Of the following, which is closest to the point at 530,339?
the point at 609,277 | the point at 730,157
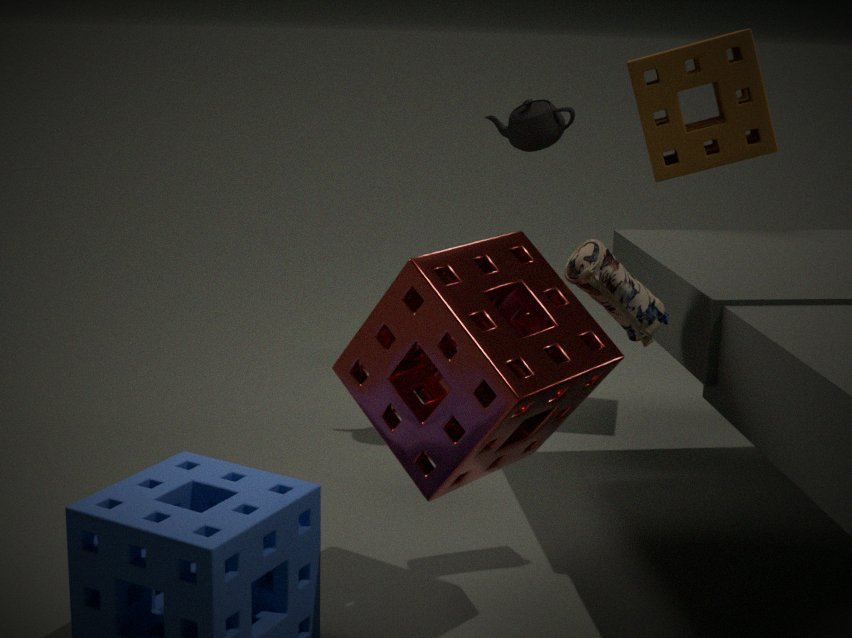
the point at 609,277
